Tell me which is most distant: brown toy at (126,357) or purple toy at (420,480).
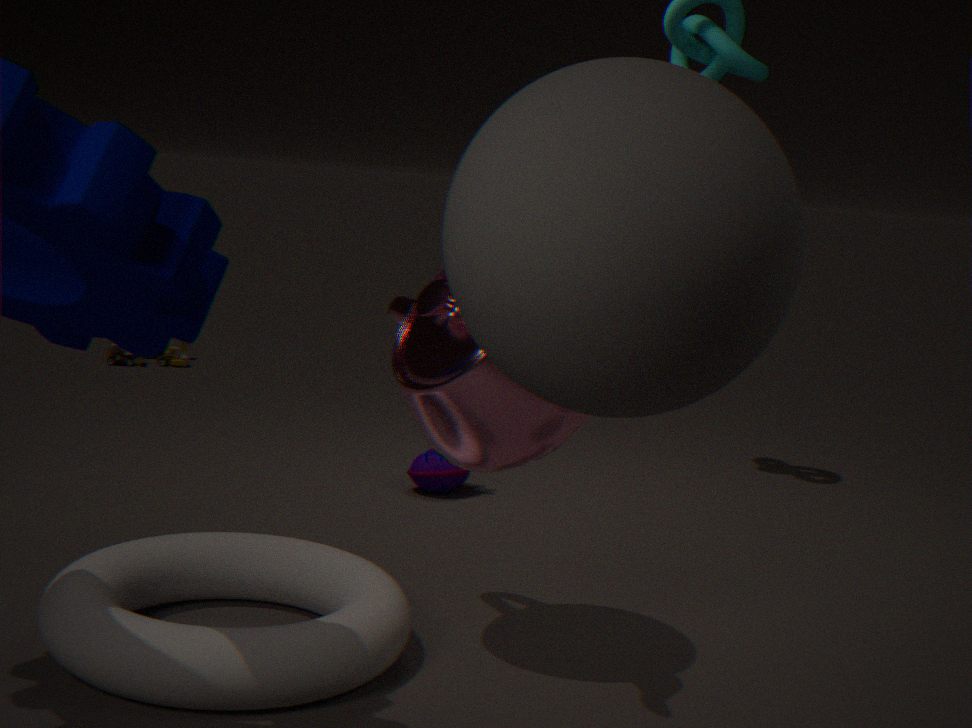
brown toy at (126,357)
